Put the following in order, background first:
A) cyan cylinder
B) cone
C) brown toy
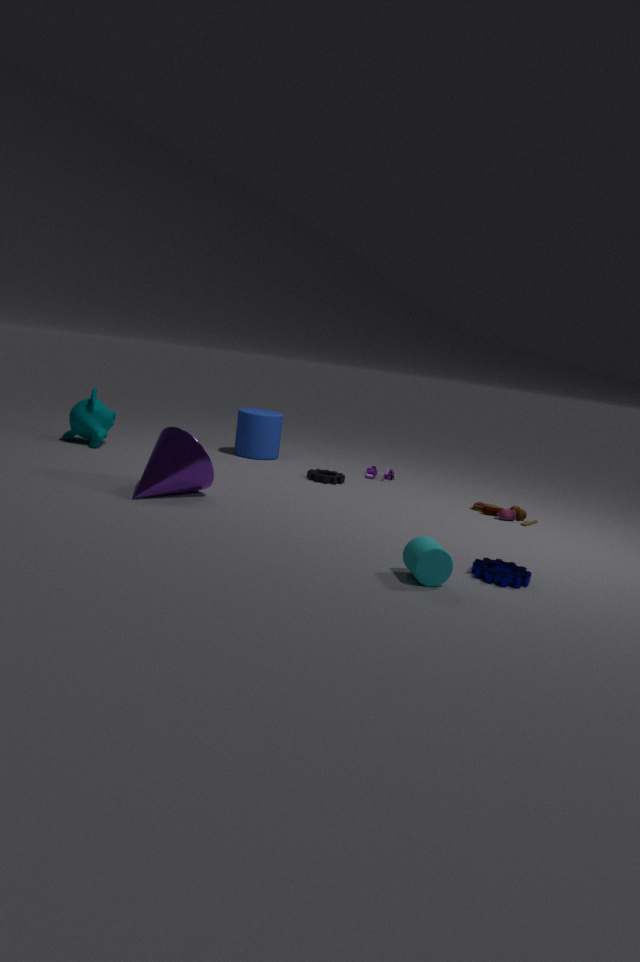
brown toy < cone < cyan cylinder
